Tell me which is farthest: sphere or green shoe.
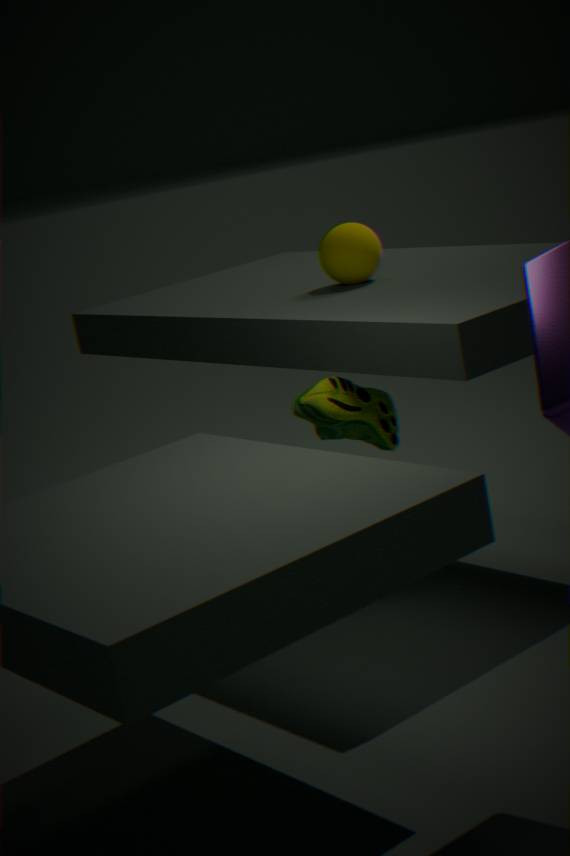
sphere
